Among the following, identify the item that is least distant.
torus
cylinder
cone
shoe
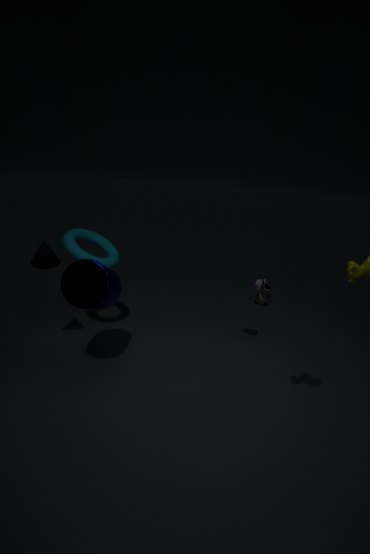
cylinder
